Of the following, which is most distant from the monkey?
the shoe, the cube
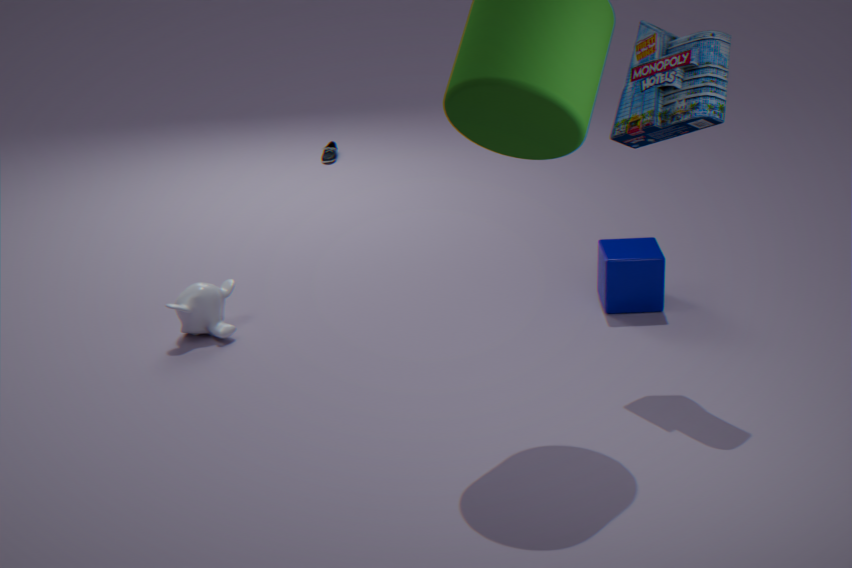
the shoe
